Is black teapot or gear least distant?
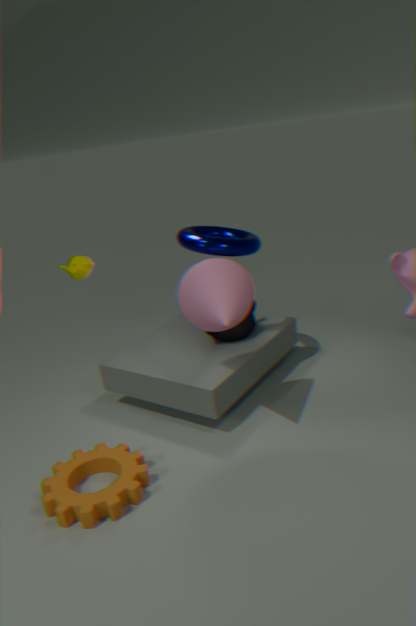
gear
